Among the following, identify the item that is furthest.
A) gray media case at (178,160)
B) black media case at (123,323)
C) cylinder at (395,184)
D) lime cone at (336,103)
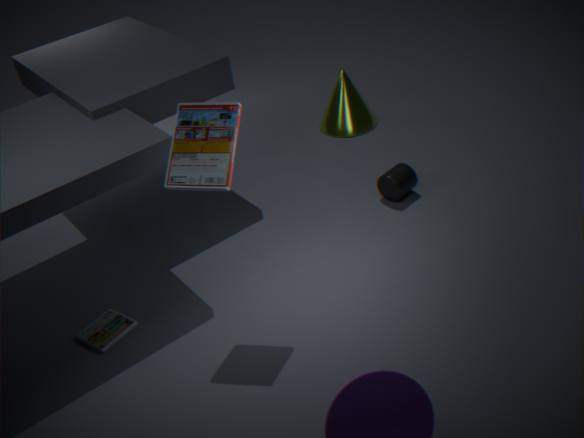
lime cone at (336,103)
